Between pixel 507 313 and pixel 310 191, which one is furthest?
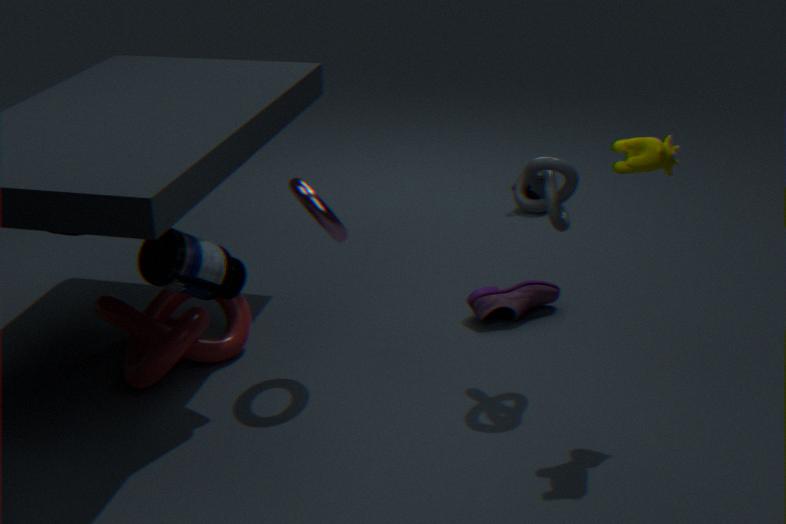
pixel 507 313
